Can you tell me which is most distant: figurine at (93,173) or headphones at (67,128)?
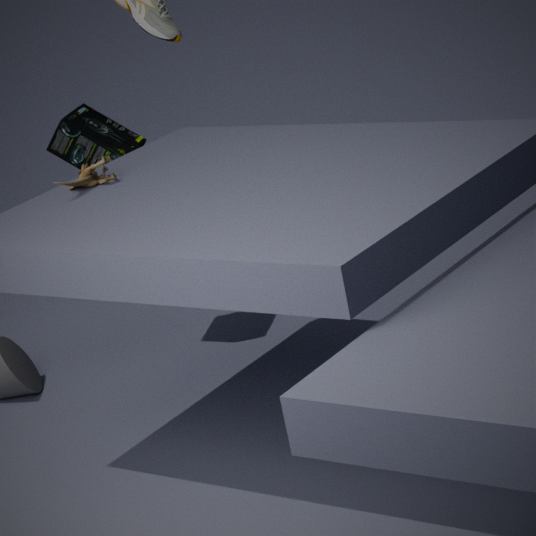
headphones at (67,128)
